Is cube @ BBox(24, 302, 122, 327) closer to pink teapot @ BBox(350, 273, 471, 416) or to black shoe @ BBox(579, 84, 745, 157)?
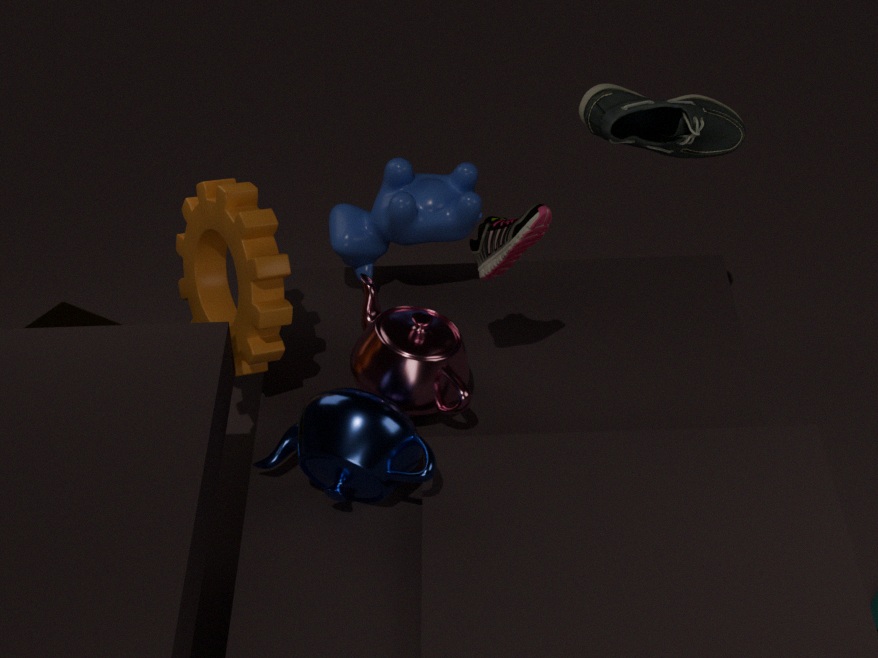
pink teapot @ BBox(350, 273, 471, 416)
